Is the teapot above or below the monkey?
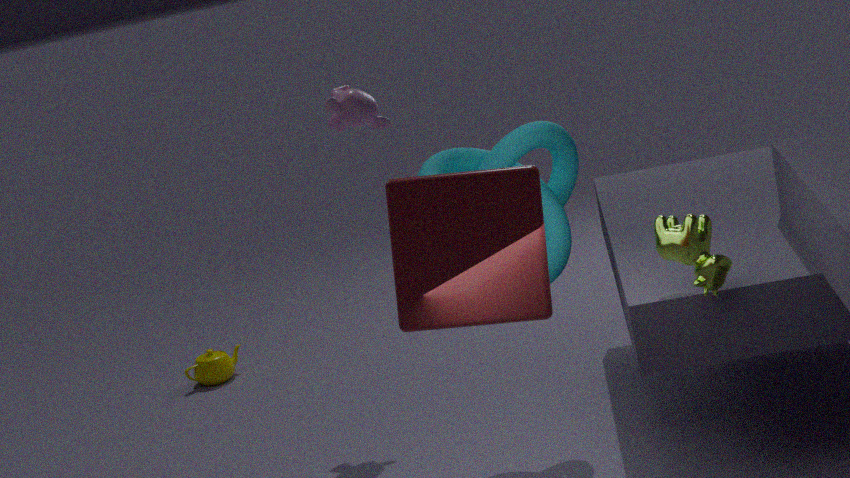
below
